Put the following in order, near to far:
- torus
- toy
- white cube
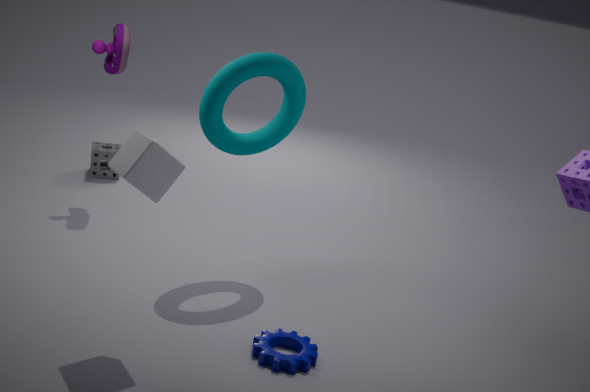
white cube
torus
toy
